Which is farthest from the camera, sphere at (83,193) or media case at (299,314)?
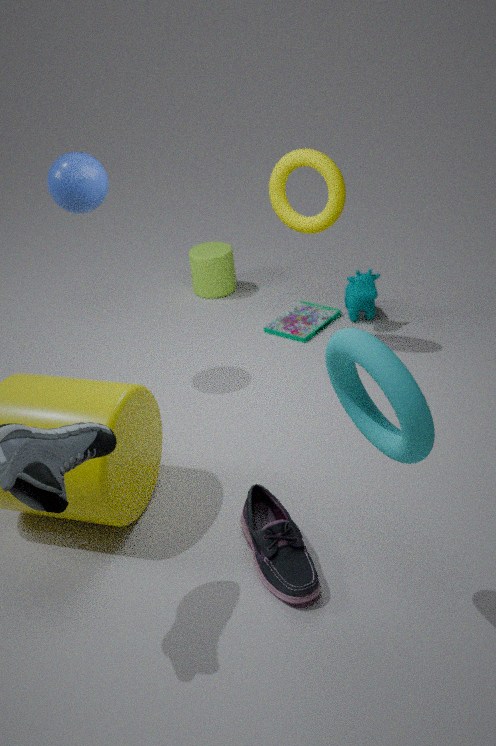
media case at (299,314)
